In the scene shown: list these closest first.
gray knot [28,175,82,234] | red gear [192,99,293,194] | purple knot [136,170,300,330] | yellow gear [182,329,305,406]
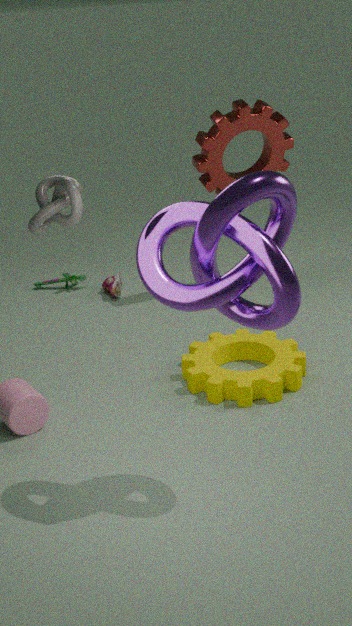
purple knot [136,170,300,330], gray knot [28,175,82,234], yellow gear [182,329,305,406], red gear [192,99,293,194]
